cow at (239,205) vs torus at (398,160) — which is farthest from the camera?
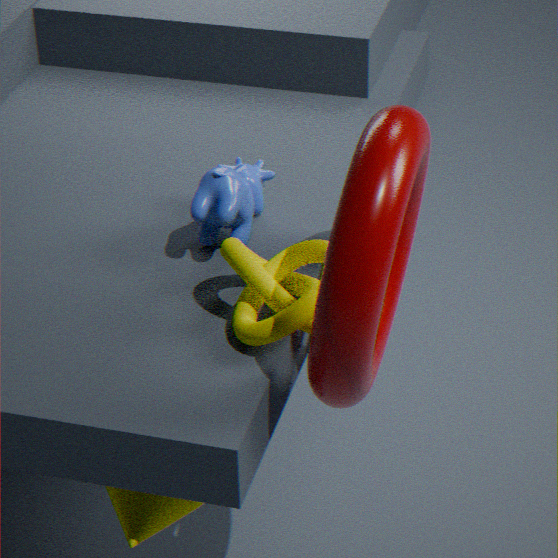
cow at (239,205)
